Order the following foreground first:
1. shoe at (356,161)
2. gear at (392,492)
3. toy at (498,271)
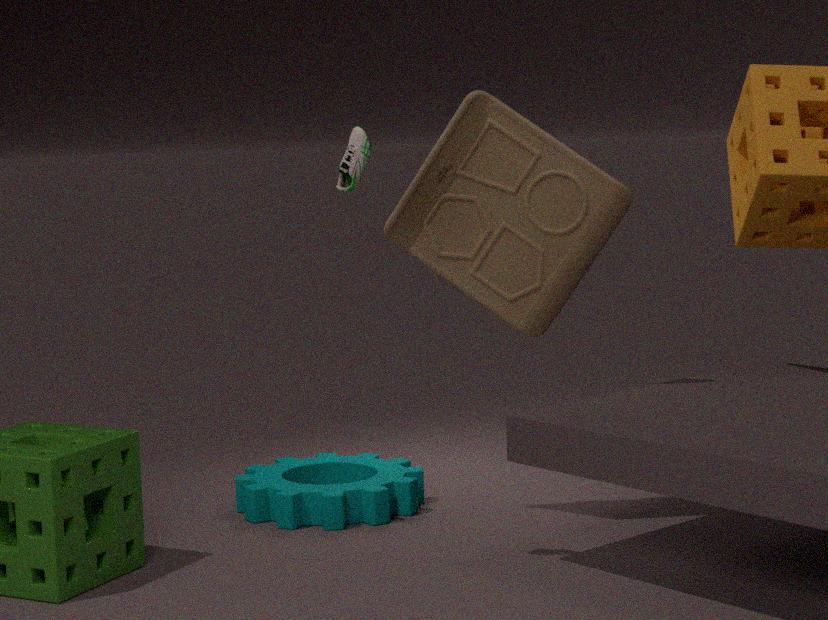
shoe at (356,161) < toy at (498,271) < gear at (392,492)
